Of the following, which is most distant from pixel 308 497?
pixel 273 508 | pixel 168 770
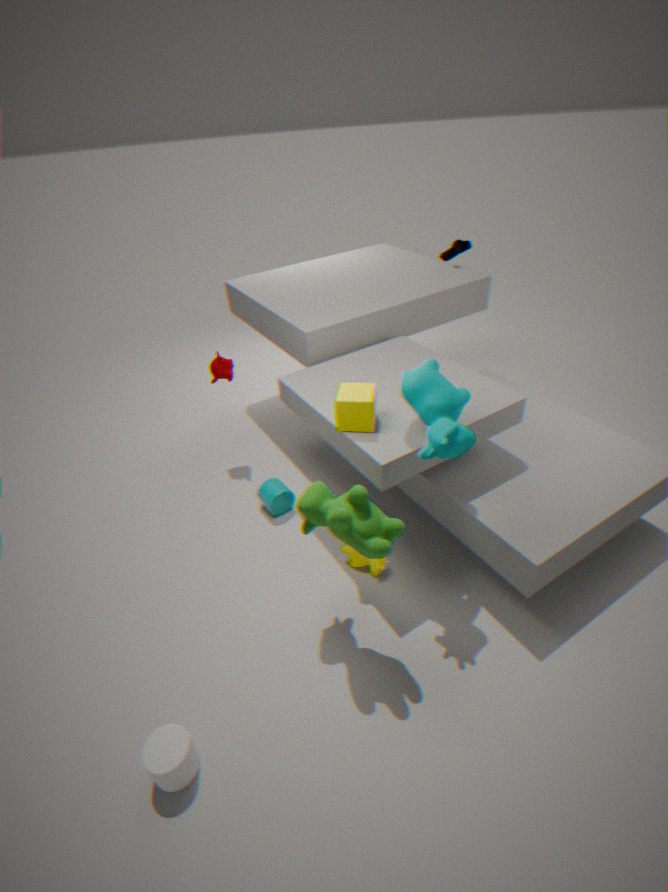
pixel 168 770
